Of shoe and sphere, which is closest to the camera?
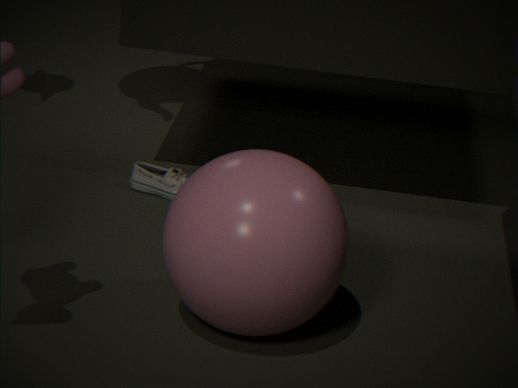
Result: sphere
